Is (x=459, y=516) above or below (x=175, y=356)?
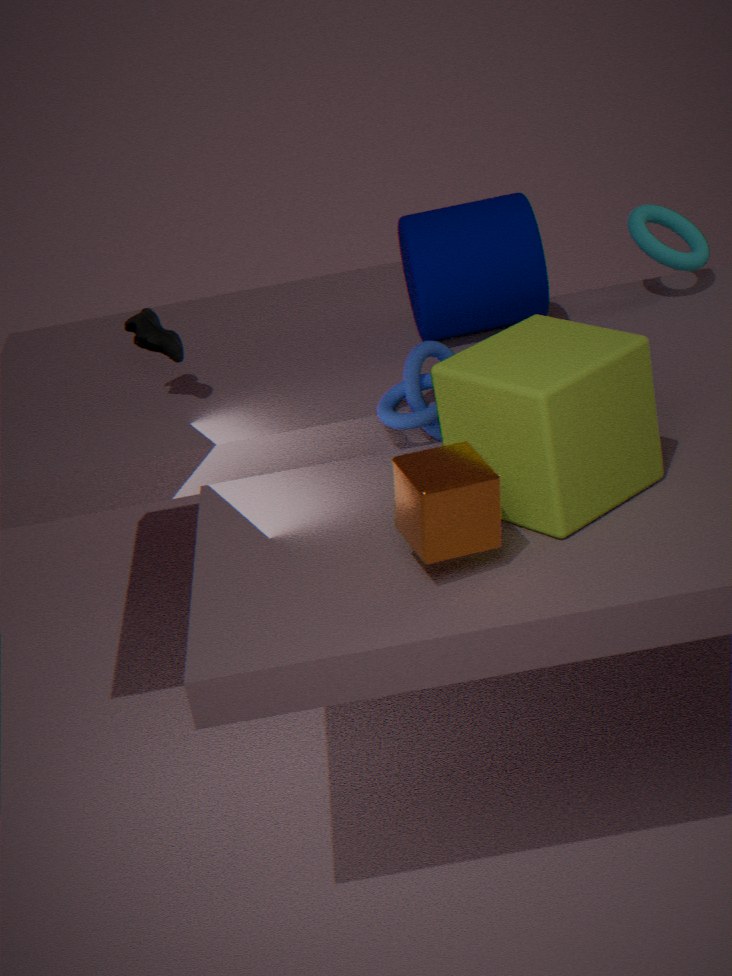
below
